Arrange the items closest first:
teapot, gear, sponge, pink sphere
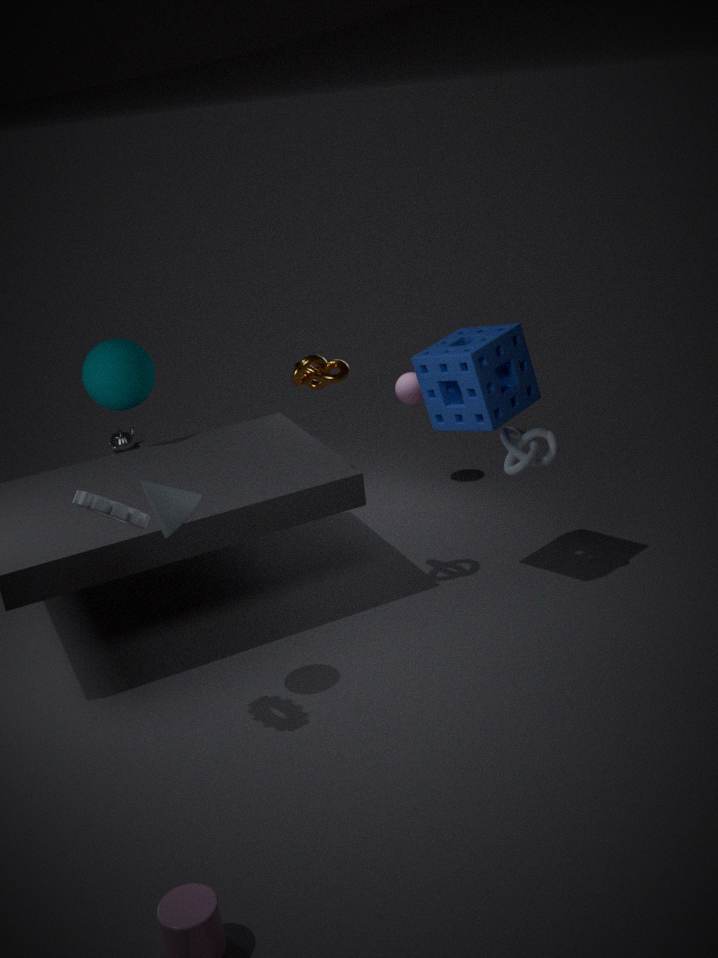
1. gear
2. sponge
3. pink sphere
4. teapot
